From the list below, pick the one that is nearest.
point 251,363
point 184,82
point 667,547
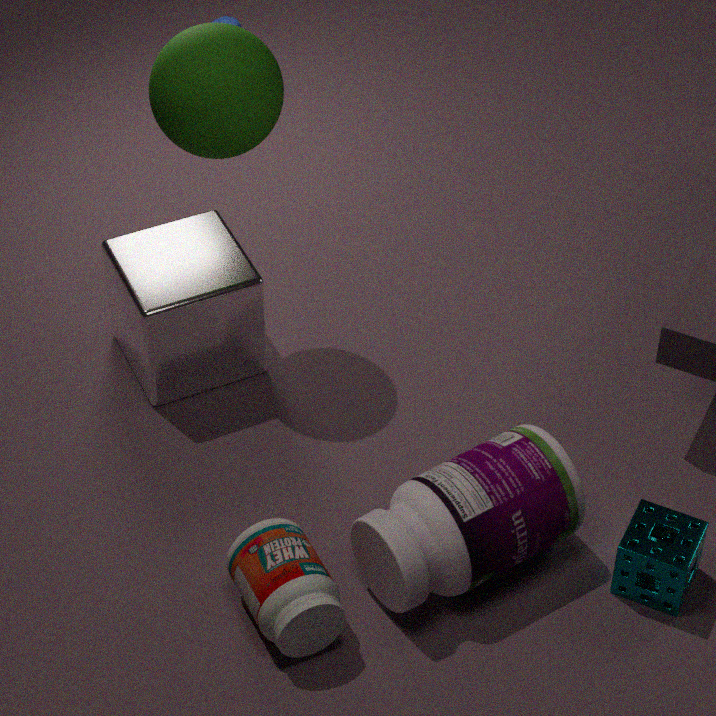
point 667,547
